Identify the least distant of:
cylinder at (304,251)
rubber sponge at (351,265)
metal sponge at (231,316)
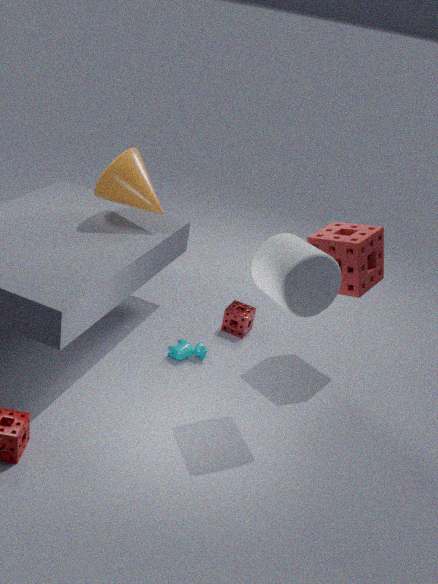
cylinder at (304,251)
